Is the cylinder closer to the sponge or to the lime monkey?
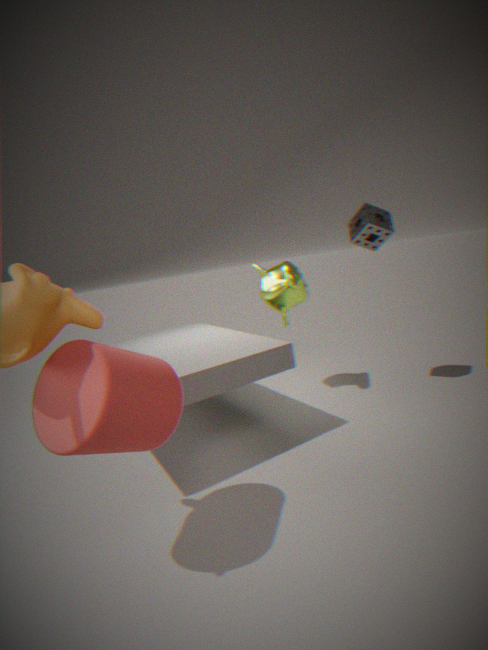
the lime monkey
